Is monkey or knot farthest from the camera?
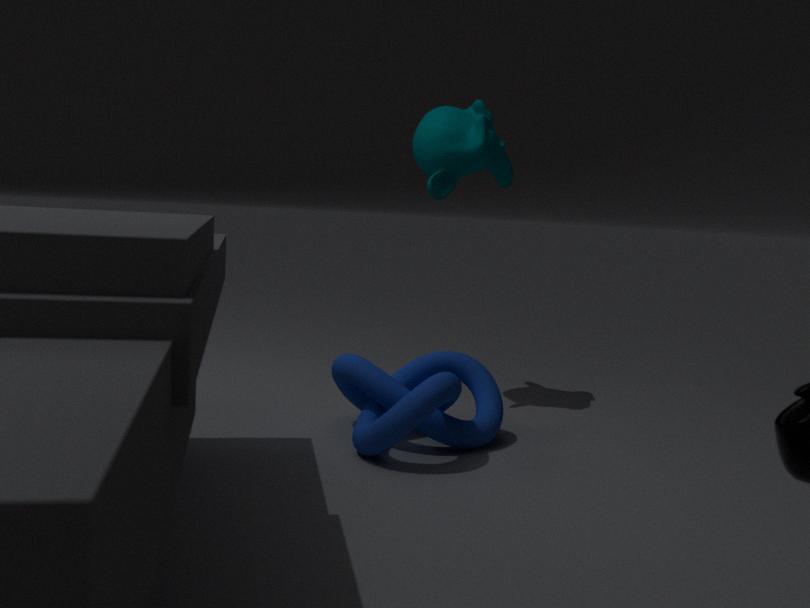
monkey
